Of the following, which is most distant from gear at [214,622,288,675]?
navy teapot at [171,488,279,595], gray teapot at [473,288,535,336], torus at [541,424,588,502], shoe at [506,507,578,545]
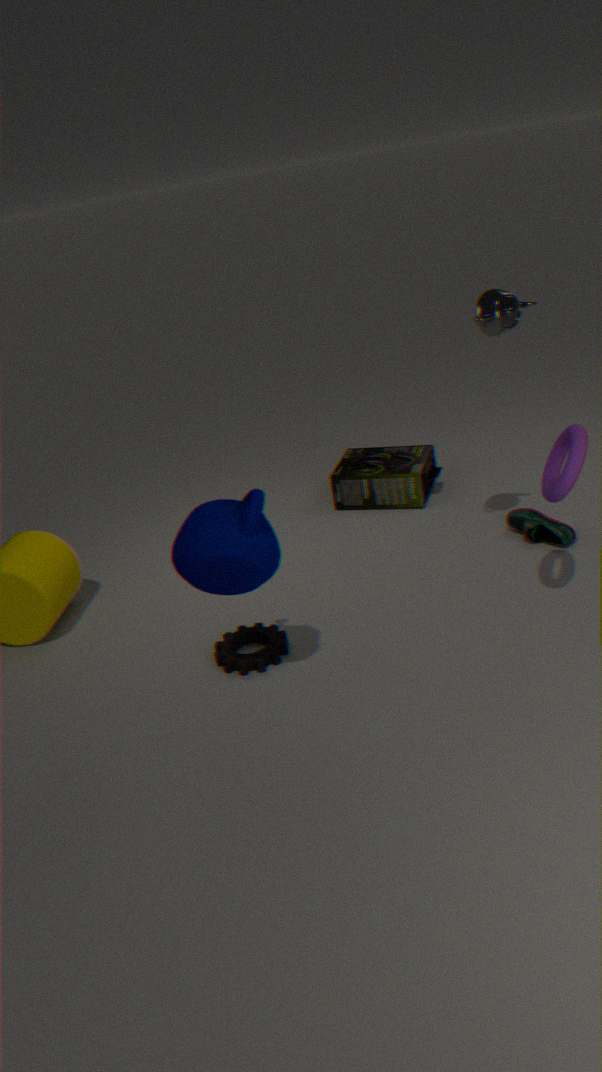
gray teapot at [473,288,535,336]
